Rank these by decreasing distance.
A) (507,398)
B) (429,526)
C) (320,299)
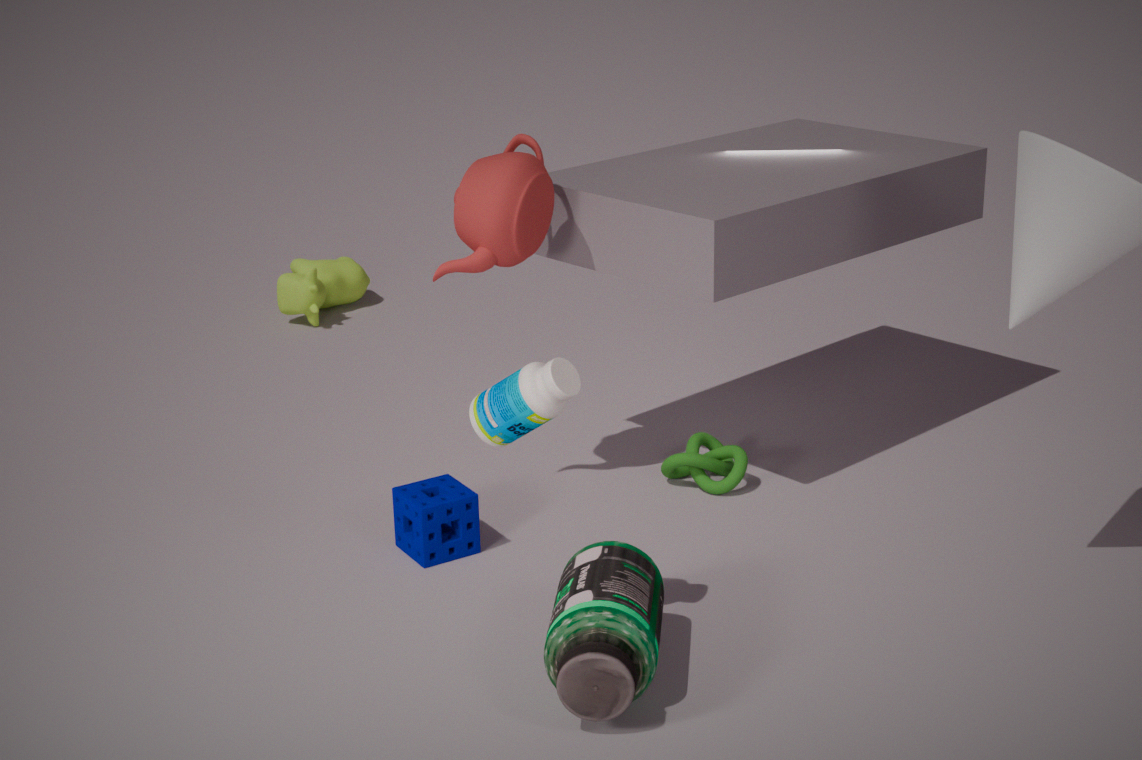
(320,299), (429,526), (507,398)
